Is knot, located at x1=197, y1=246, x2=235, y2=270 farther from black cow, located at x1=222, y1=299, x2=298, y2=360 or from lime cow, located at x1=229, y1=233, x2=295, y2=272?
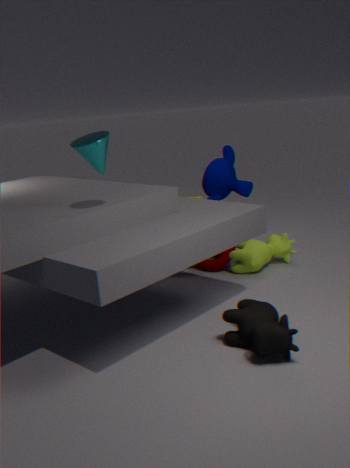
black cow, located at x1=222, y1=299, x2=298, y2=360
